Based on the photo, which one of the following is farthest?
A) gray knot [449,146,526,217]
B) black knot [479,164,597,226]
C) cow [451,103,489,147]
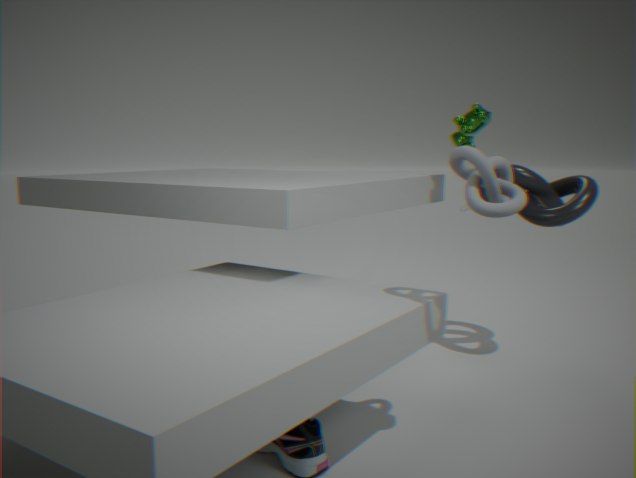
cow [451,103,489,147]
